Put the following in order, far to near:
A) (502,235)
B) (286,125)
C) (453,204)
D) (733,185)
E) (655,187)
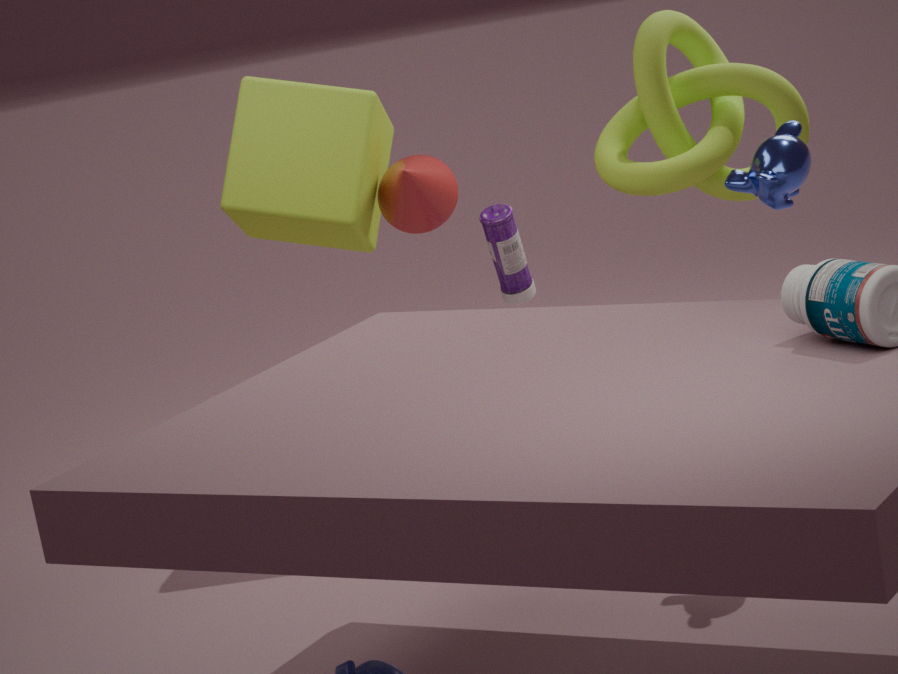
(502,235), (453,204), (286,125), (655,187), (733,185)
